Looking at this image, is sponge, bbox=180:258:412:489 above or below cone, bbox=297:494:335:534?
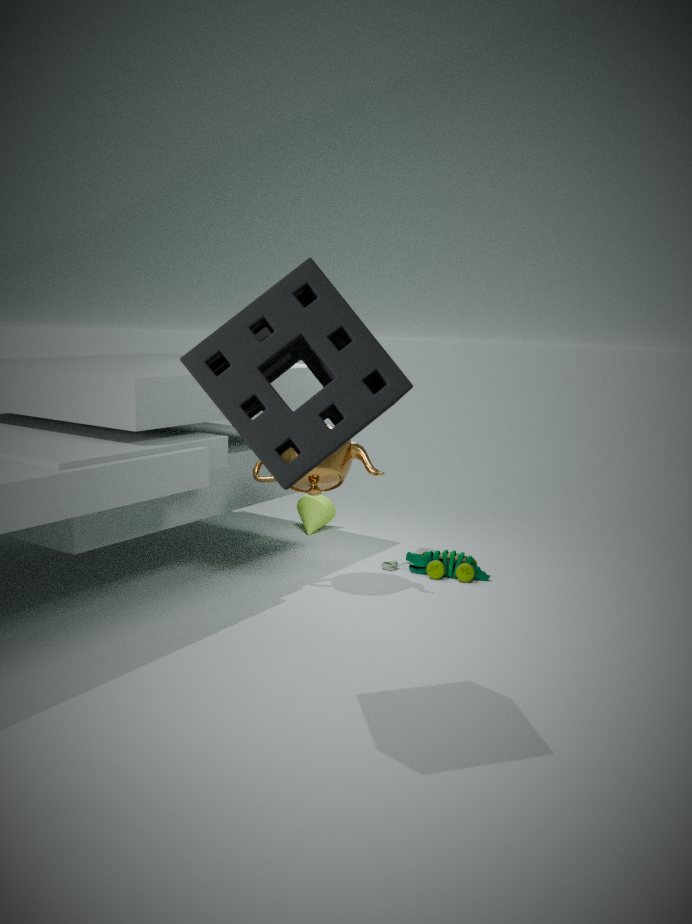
above
